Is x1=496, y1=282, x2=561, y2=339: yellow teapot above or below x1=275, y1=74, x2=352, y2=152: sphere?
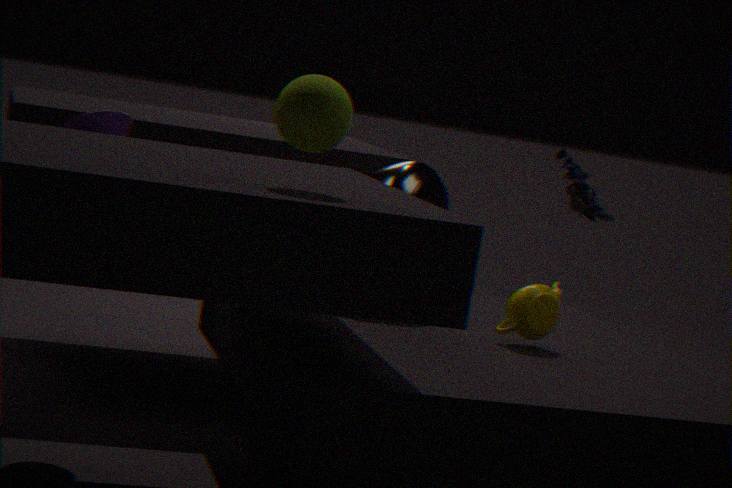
below
